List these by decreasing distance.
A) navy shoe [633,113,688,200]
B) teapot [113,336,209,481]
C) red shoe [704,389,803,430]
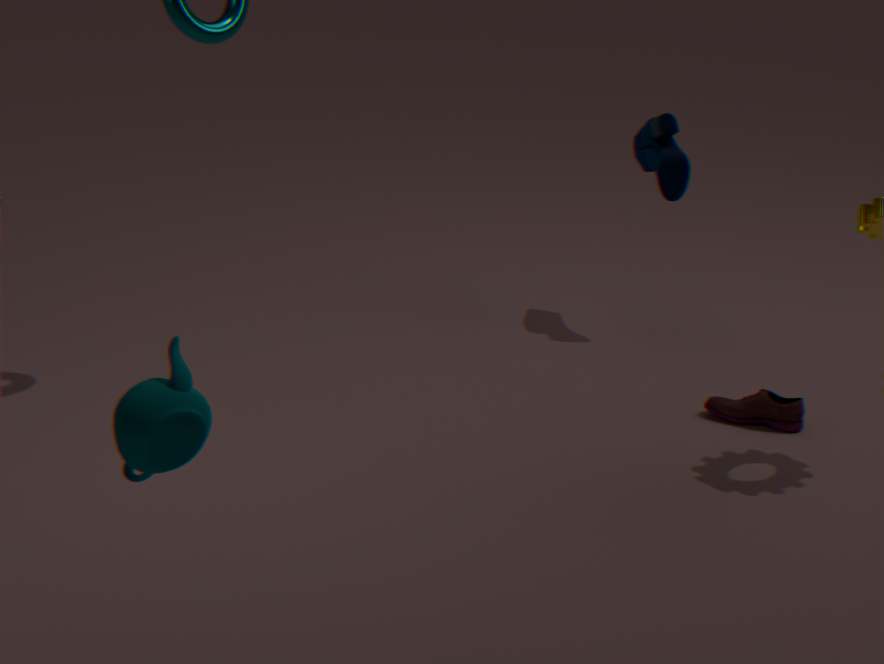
navy shoe [633,113,688,200] → red shoe [704,389,803,430] → teapot [113,336,209,481]
